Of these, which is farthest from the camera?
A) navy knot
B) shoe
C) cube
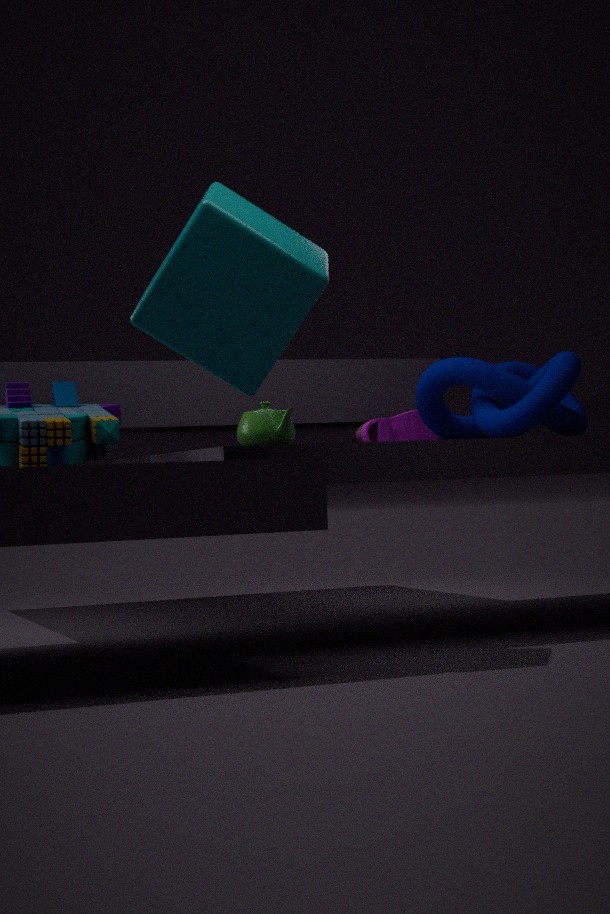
shoe
